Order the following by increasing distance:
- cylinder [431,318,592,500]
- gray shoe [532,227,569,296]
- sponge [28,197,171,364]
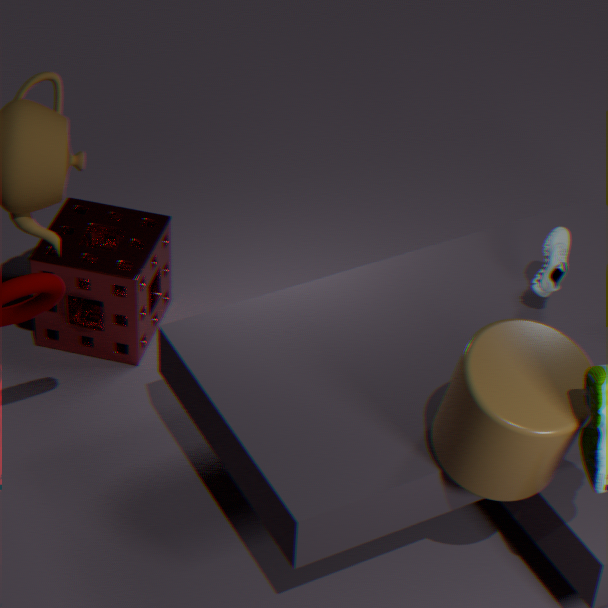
cylinder [431,318,592,500] < gray shoe [532,227,569,296] < sponge [28,197,171,364]
